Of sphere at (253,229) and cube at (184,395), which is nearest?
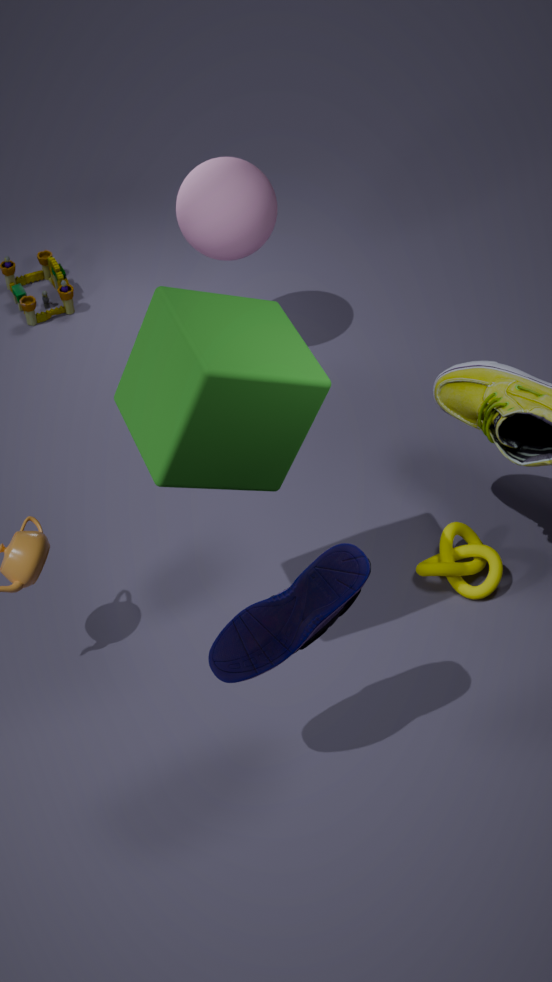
cube at (184,395)
